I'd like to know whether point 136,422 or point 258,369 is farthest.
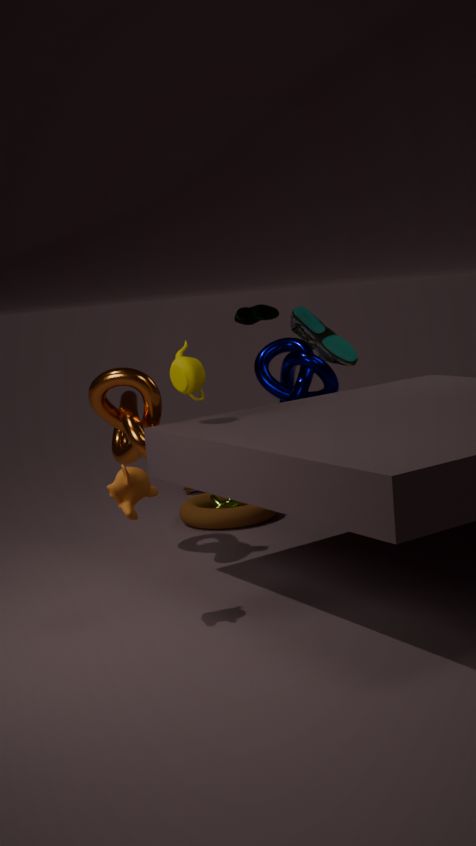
point 258,369
